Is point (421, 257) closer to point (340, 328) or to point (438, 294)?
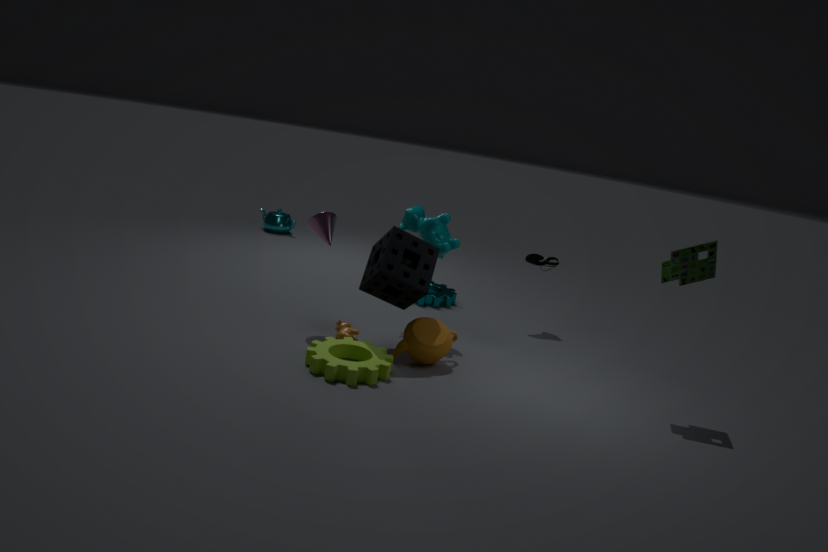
point (340, 328)
